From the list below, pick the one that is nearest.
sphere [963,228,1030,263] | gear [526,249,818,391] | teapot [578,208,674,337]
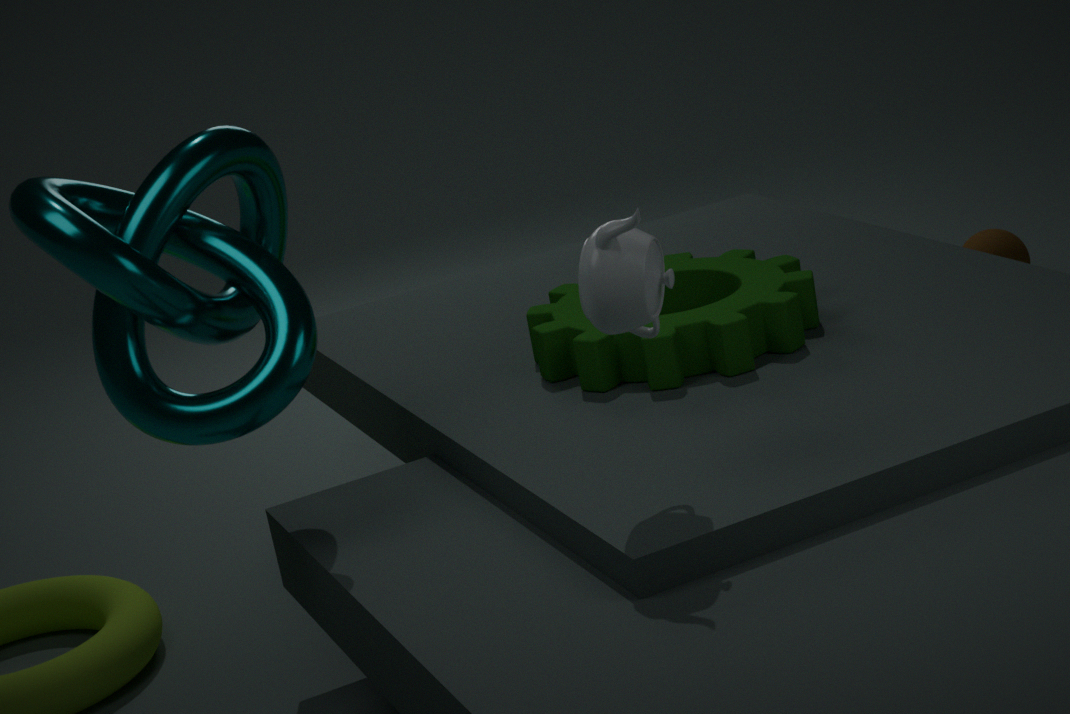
teapot [578,208,674,337]
